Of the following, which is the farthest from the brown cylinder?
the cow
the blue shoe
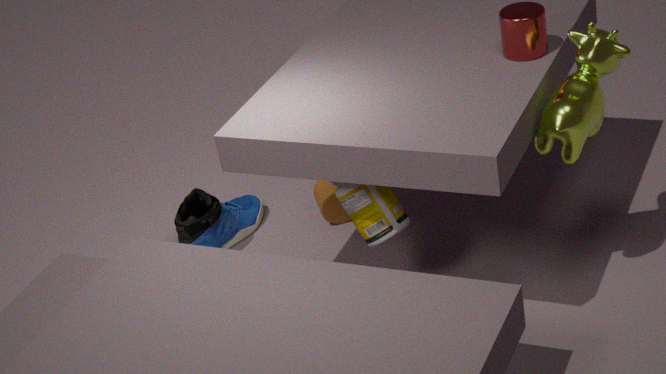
the cow
